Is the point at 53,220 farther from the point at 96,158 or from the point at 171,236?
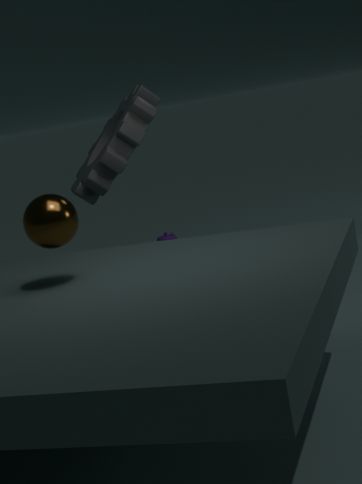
the point at 171,236
